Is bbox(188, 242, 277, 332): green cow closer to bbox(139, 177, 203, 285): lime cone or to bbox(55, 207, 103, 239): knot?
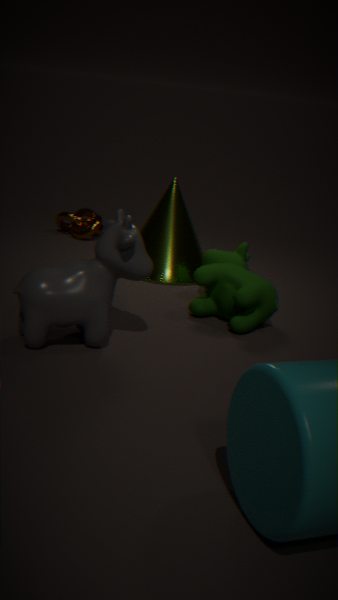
bbox(139, 177, 203, 285): lime cone
